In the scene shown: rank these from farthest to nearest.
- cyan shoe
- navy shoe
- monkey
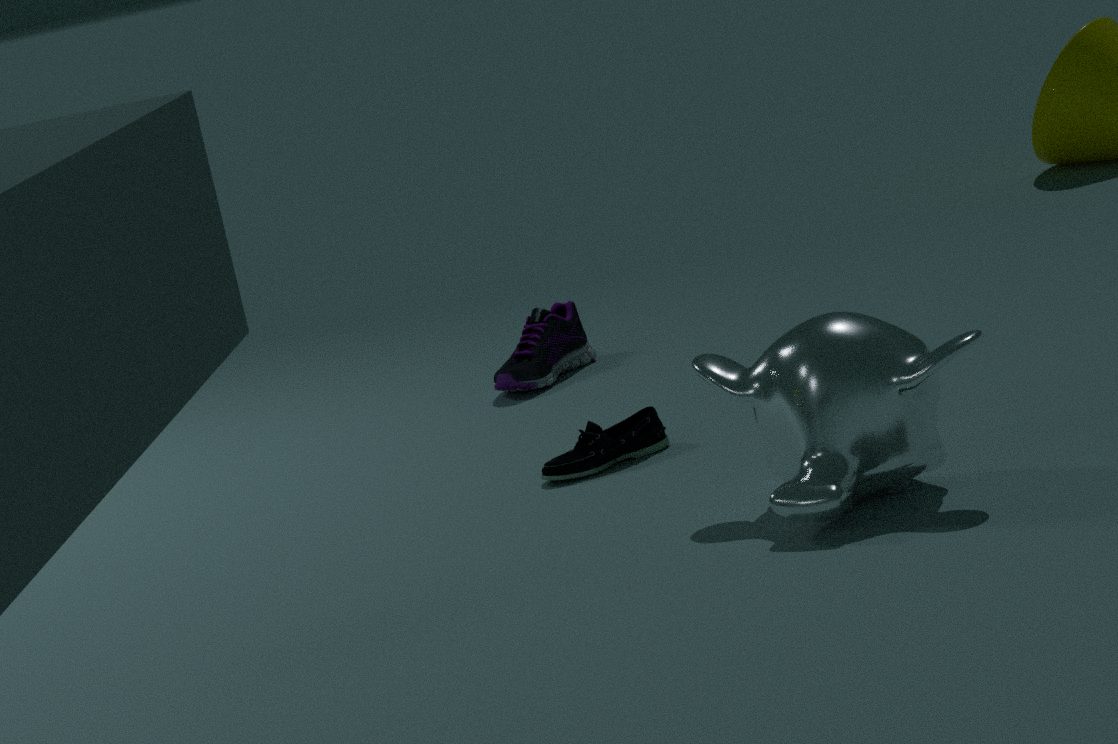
navy shoe → cyan shoe → monkey
